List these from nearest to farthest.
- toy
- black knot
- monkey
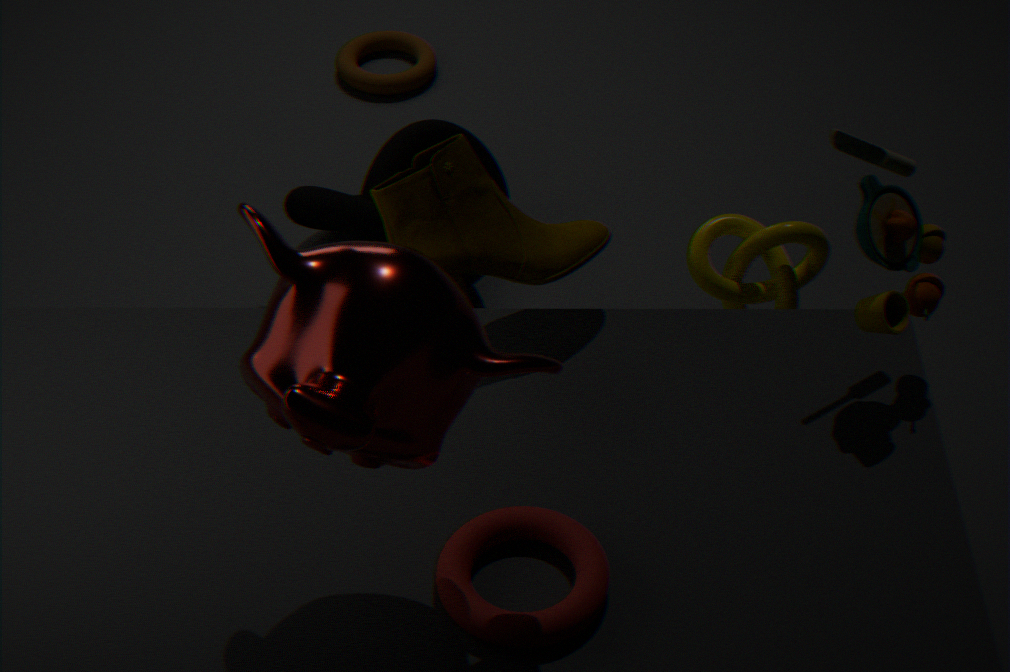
monkey
toy
black knot
